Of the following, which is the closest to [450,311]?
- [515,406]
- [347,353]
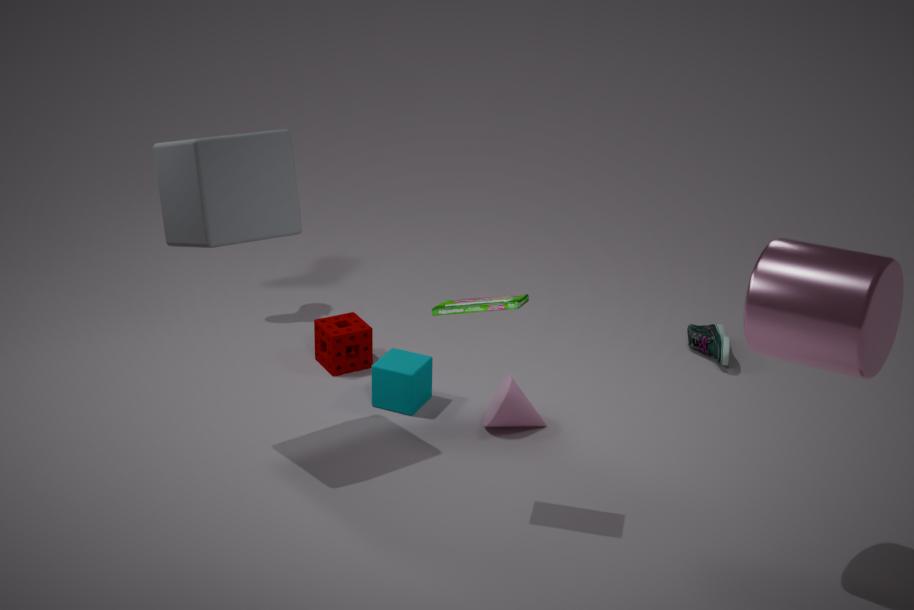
[515,406]
